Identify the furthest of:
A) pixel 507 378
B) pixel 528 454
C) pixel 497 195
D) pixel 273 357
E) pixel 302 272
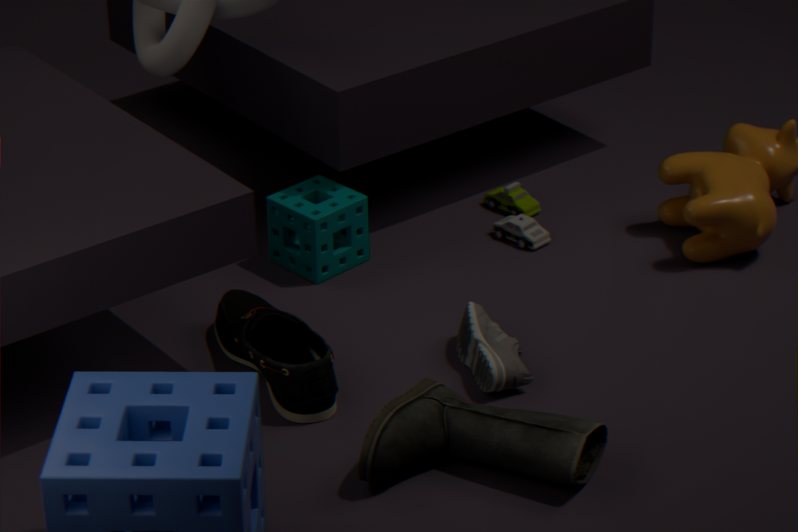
pixel 497 195
